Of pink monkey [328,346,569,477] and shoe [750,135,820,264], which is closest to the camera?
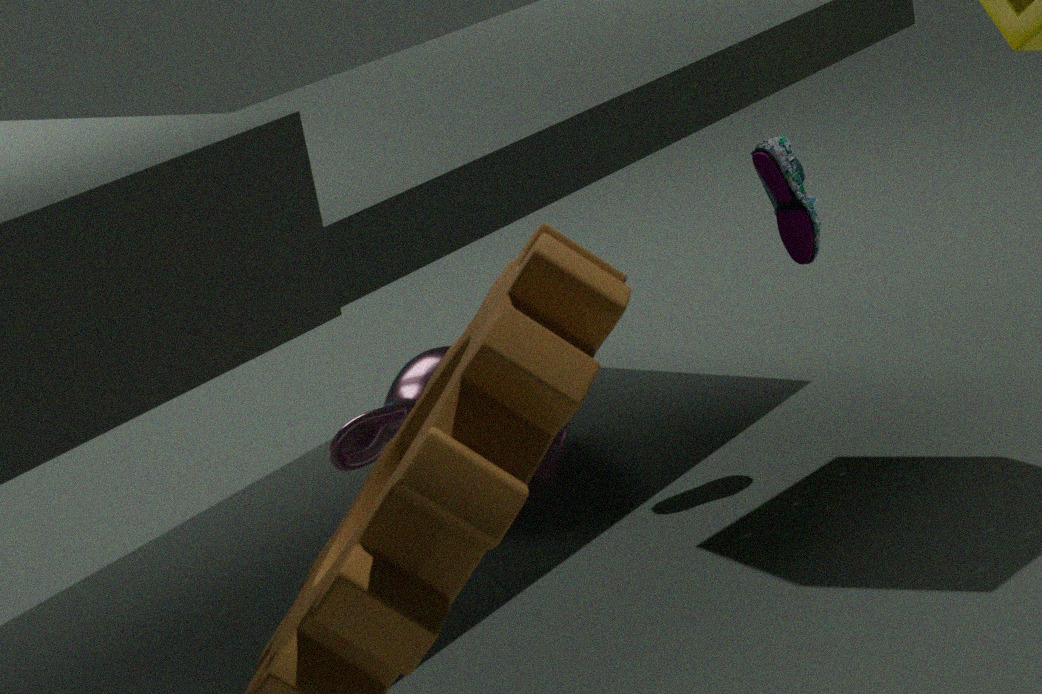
shoe [750,135,820,264]
